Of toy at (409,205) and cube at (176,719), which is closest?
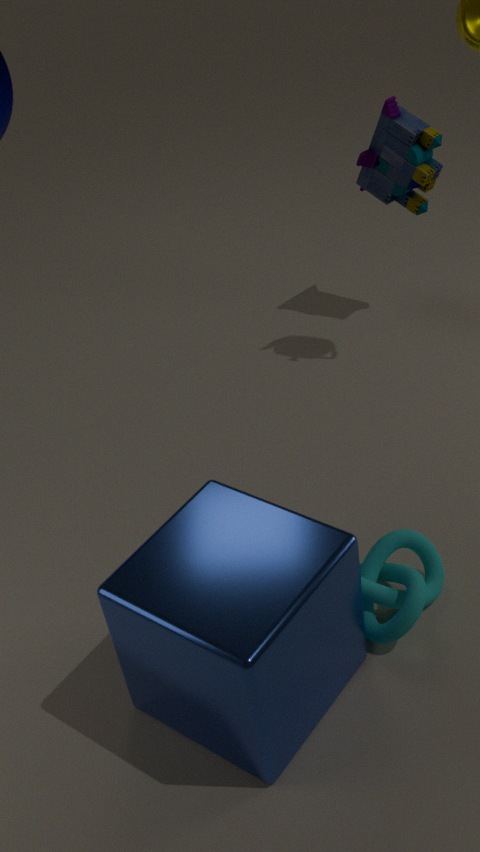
cube at (176,719)
